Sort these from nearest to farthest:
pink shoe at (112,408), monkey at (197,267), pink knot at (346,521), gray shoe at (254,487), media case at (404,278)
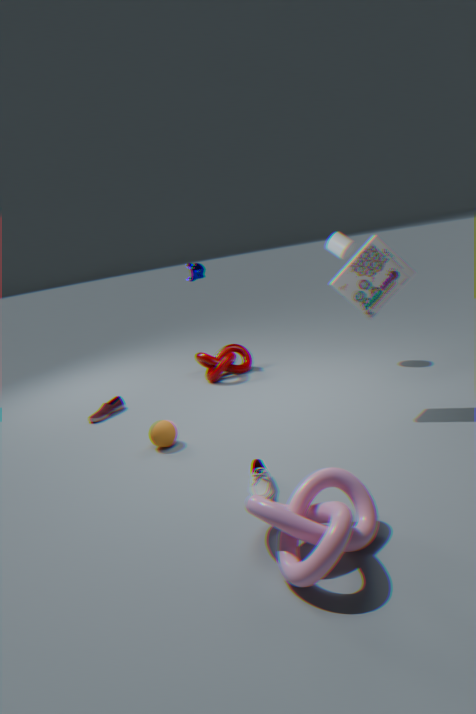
A: pink knot at (346,521) < gray shoe at (254,487) < media case at (404,278) < pink shoe at (112,408) < monkey at (197,267)
